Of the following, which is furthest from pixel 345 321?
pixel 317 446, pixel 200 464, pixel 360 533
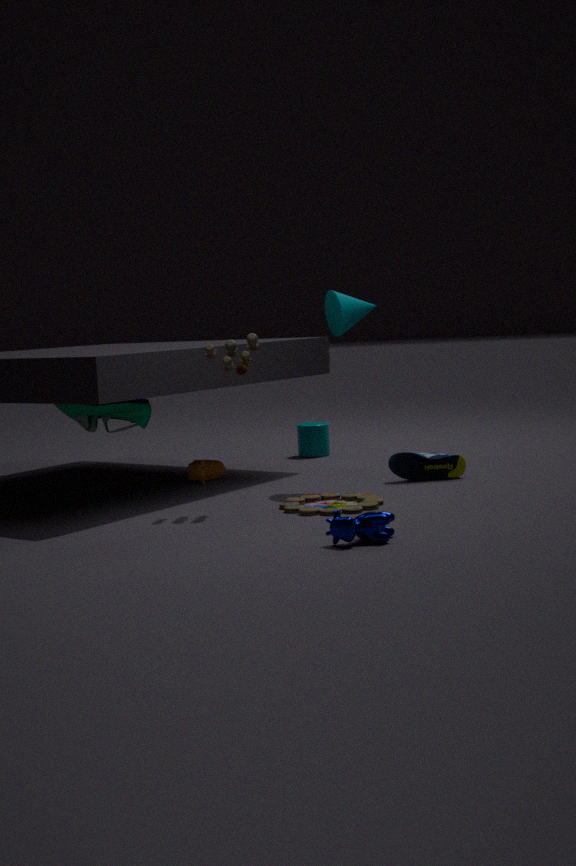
pixel 360 533
